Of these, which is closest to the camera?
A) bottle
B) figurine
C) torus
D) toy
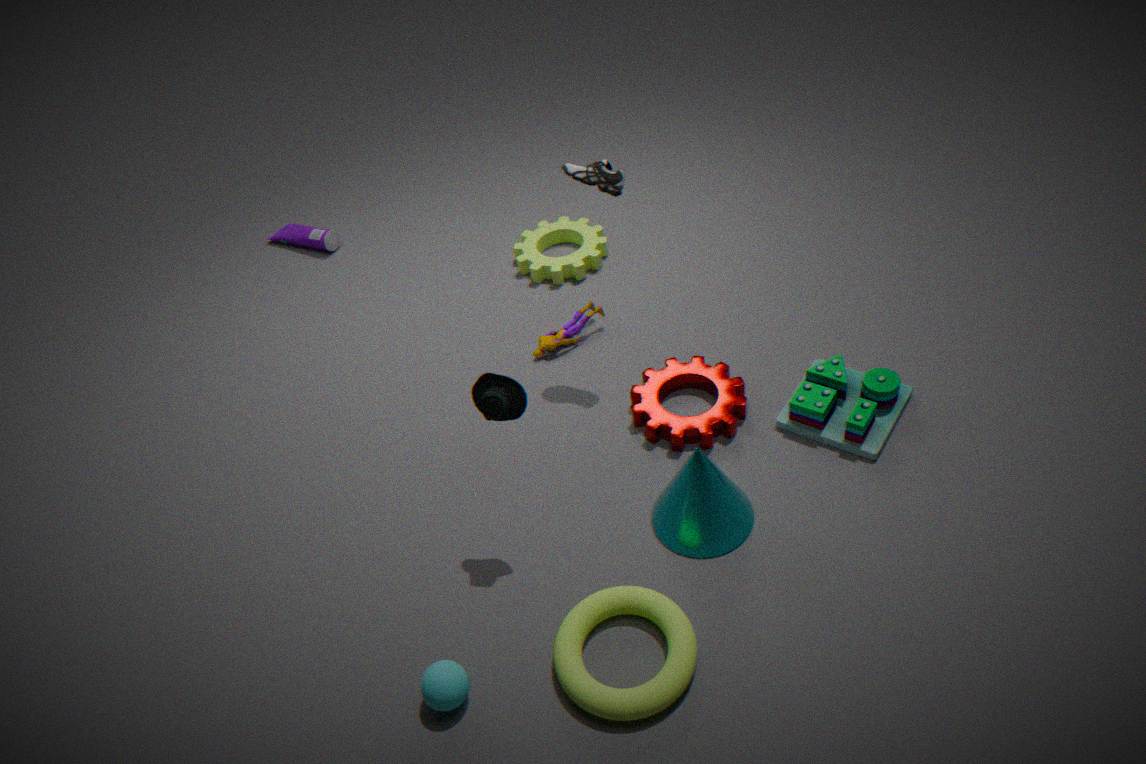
torus
